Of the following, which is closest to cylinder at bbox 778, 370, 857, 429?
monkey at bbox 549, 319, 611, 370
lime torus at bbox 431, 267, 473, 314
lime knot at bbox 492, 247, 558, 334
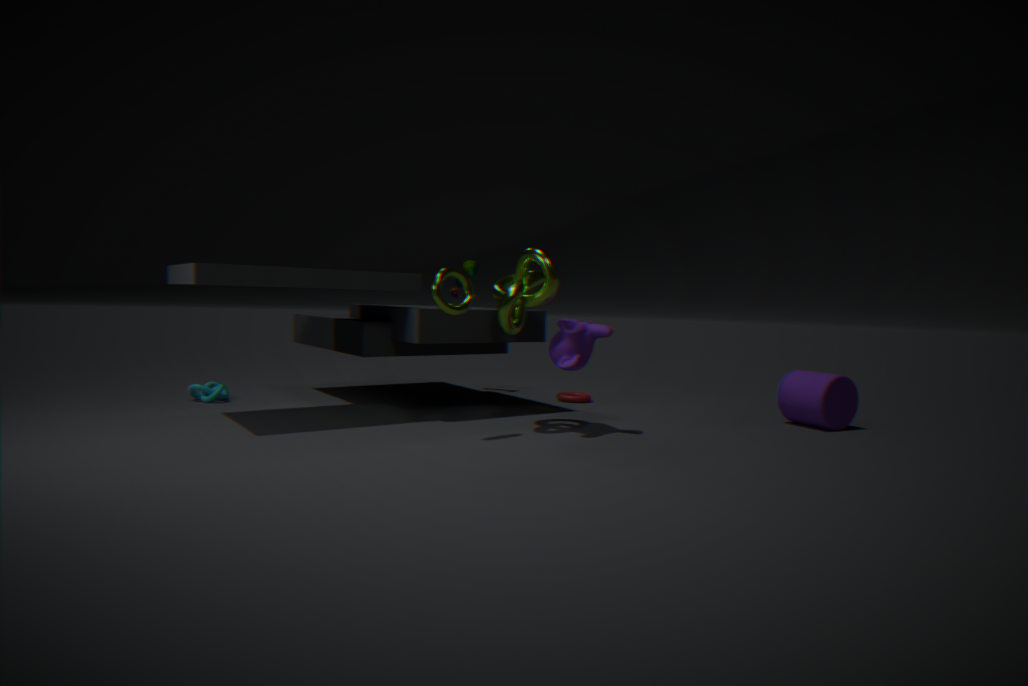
monkey at bbox 549, 319, 611, 370
